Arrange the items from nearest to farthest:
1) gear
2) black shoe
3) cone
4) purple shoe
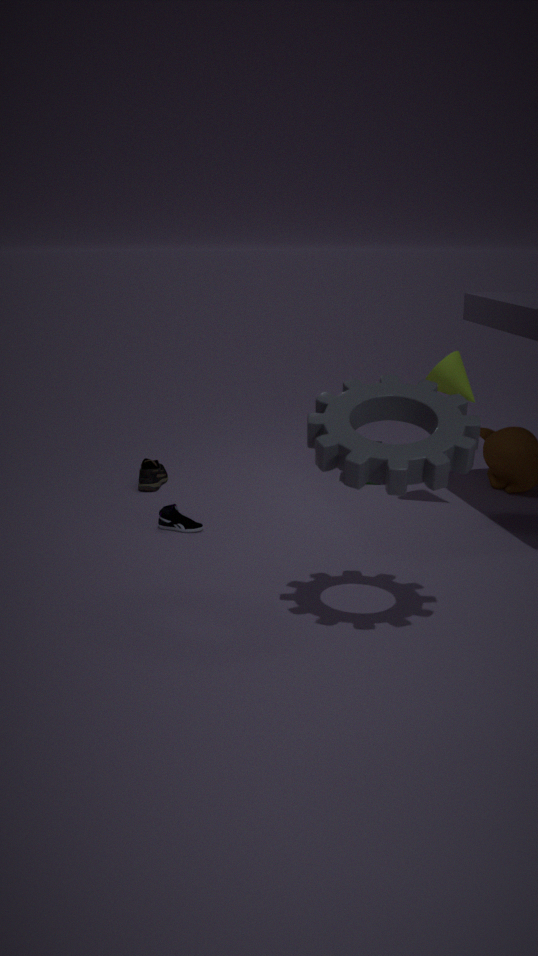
1. gear < 4. purple shoe < 3. cone < 2. black shoe
